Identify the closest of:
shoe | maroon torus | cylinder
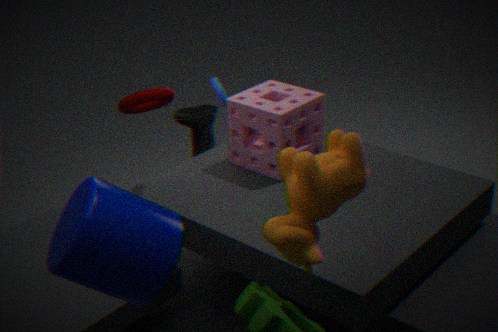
cylinder
